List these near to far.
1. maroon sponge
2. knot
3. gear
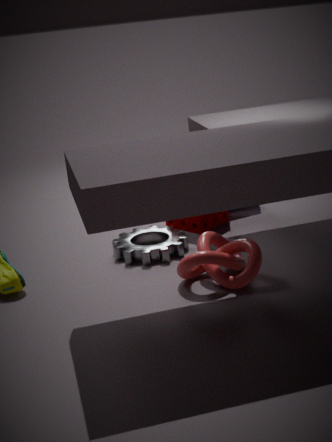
knot → gear → maroon sponge
